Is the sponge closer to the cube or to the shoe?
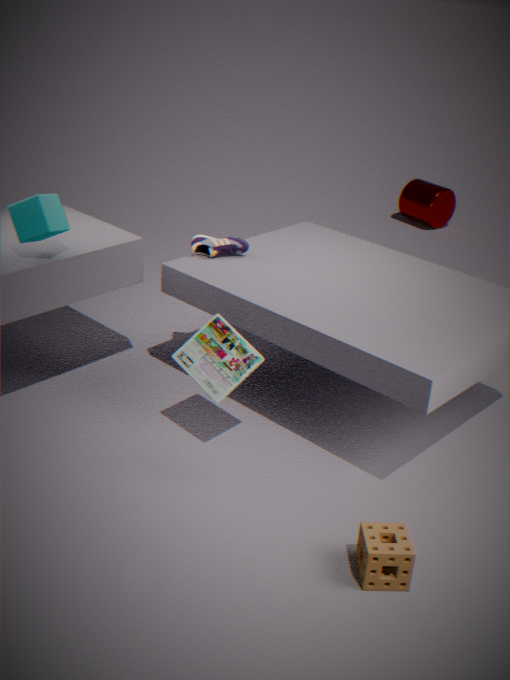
the shoe
